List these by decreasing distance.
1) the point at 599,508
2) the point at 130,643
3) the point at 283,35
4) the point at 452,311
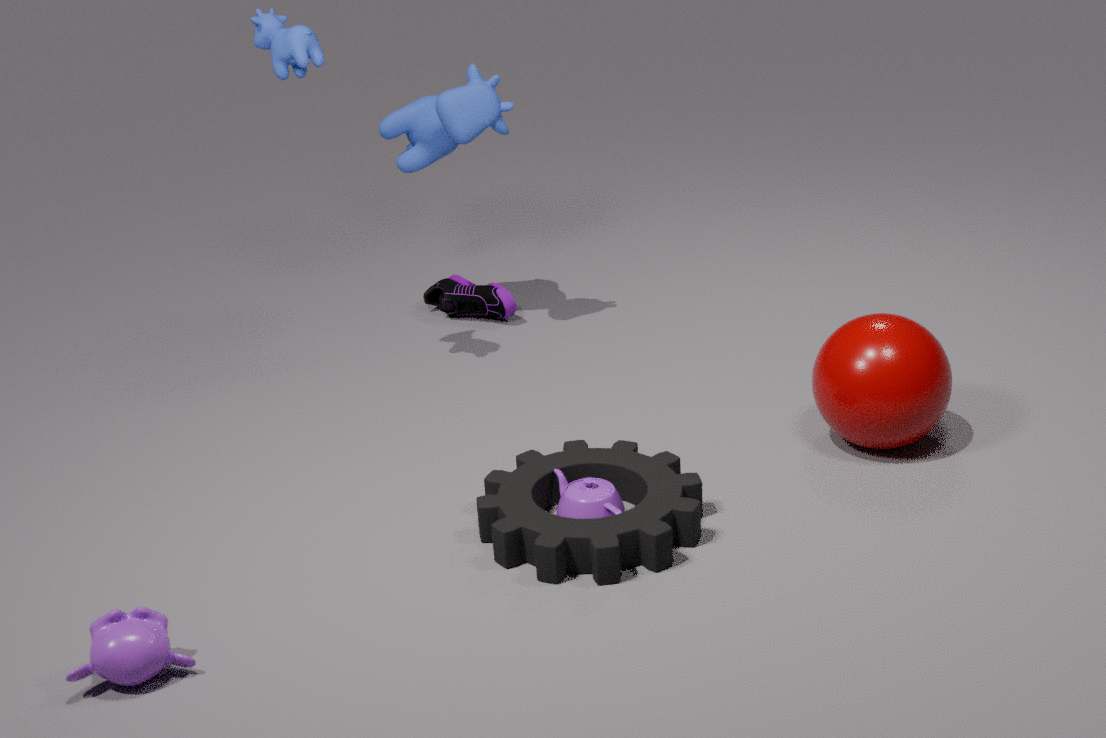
4. the point at 452,311, 3. the point at 283,35, 1. the point at 599,508, 2. the point at 130,643
